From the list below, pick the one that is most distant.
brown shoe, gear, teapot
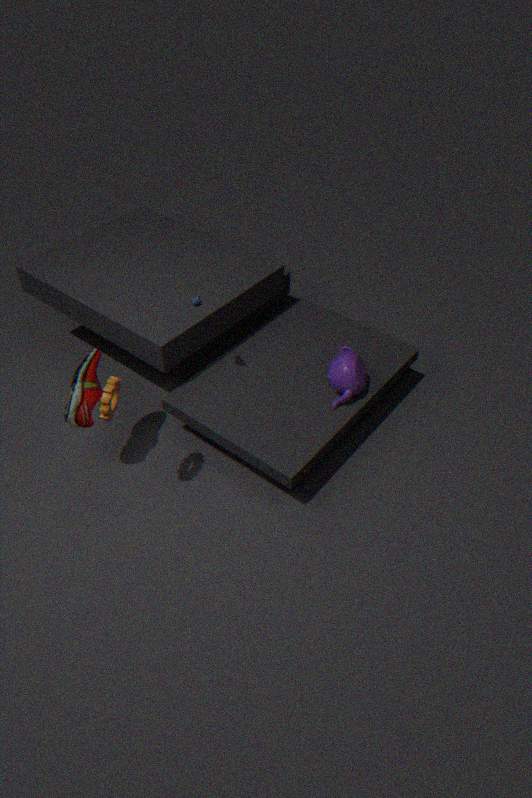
teapot
